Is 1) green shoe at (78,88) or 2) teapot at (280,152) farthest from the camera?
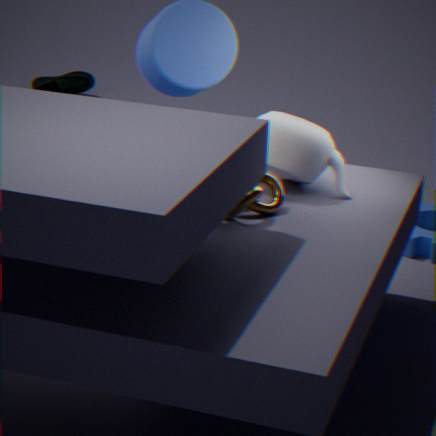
1. green shoe at (78,88)
